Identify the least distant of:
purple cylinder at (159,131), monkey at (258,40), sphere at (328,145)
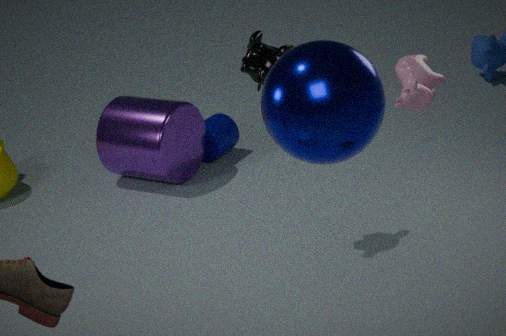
sphere at (328,145)
